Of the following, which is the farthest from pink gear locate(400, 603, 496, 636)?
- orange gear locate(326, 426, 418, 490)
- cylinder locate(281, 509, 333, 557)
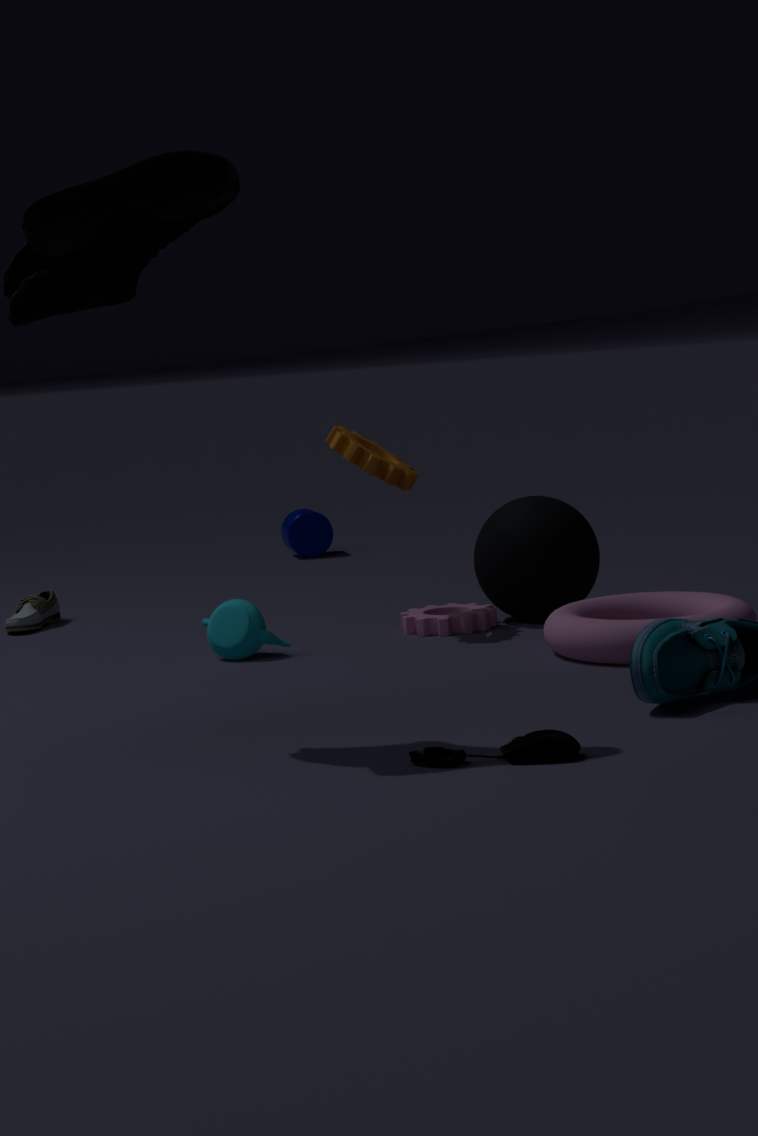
cylinder locate(281, 509, 333, 557)
